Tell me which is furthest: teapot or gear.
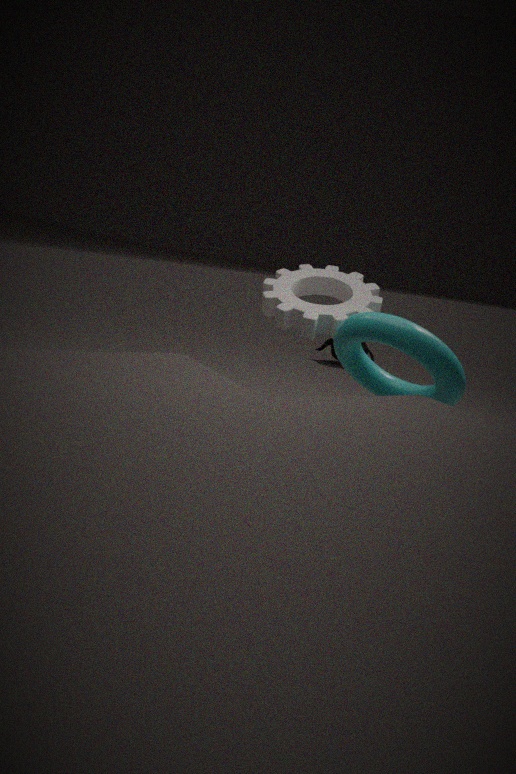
teapot
